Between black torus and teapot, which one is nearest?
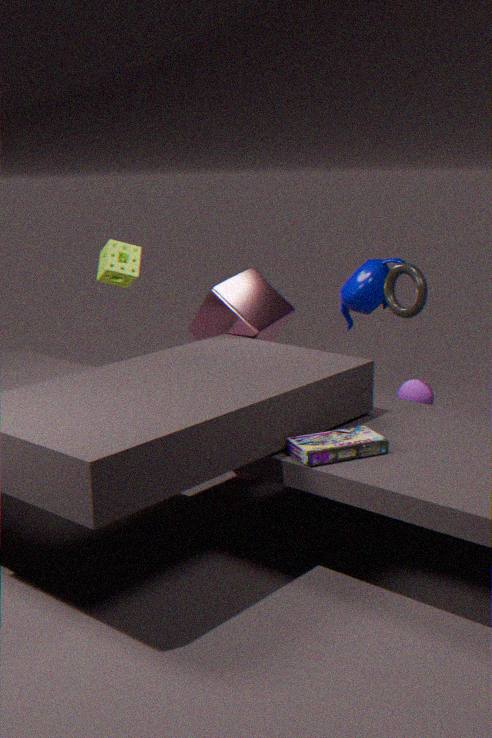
black torus
